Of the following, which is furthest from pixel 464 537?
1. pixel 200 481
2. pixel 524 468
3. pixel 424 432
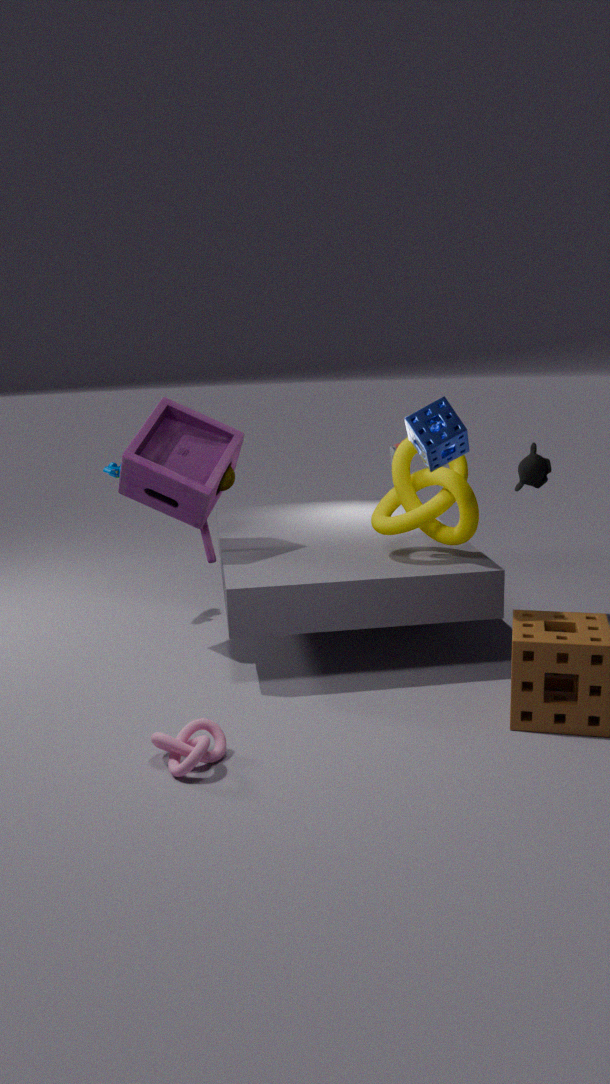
pixel 200 481
